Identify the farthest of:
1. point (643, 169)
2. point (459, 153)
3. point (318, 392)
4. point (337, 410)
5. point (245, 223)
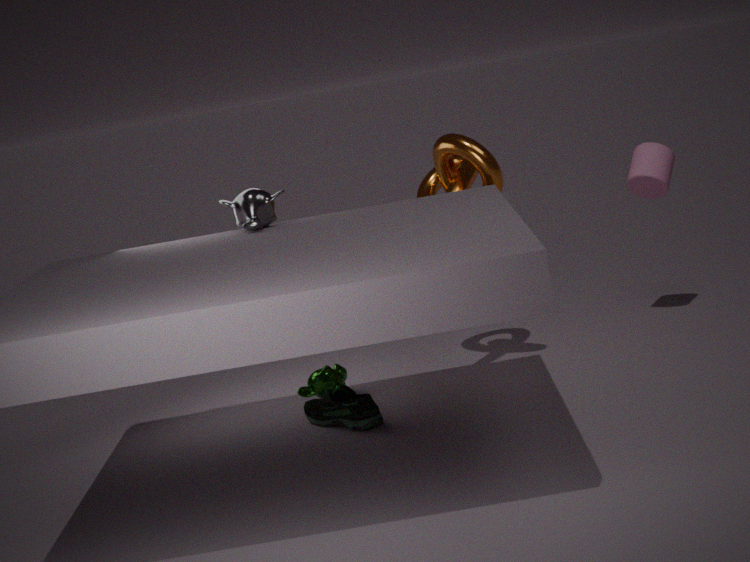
point (643, 169)
